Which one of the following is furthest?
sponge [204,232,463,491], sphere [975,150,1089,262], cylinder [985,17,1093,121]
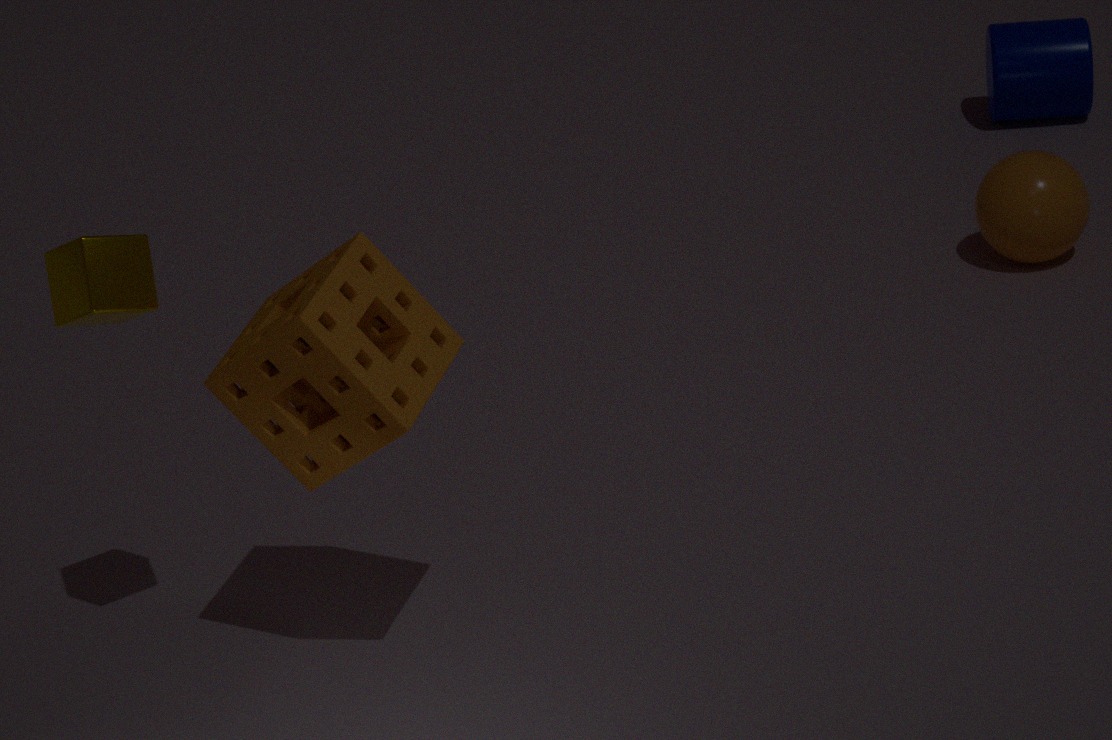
cylinder [985,17,1093,121]
